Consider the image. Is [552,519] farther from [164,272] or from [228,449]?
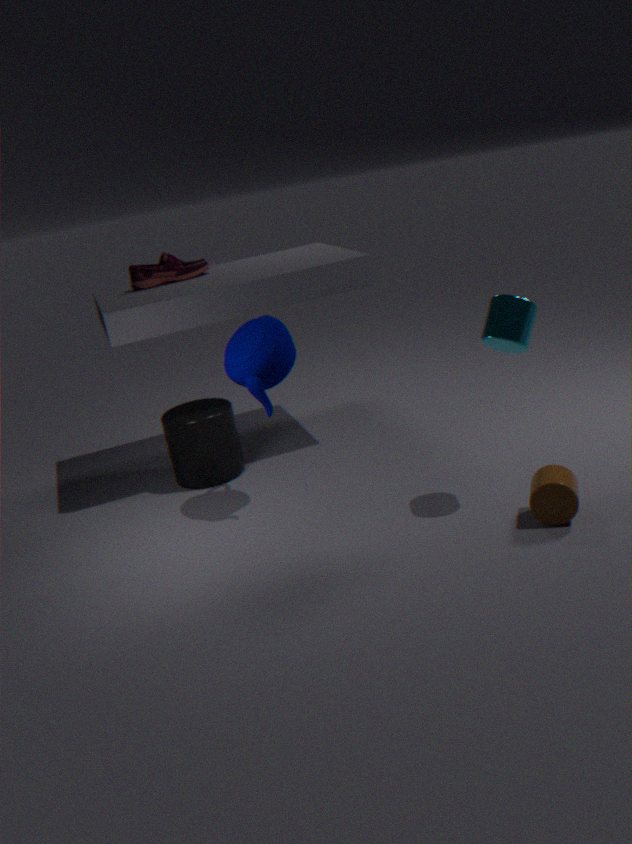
[164,272]
